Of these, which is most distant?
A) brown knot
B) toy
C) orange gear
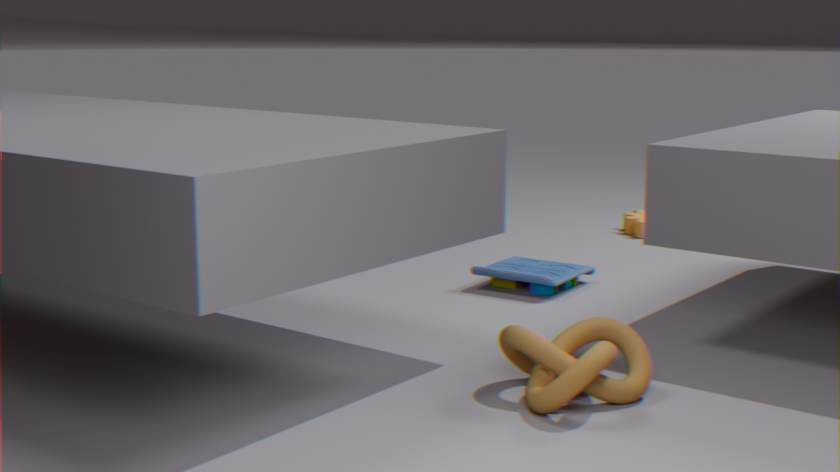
orange gear
